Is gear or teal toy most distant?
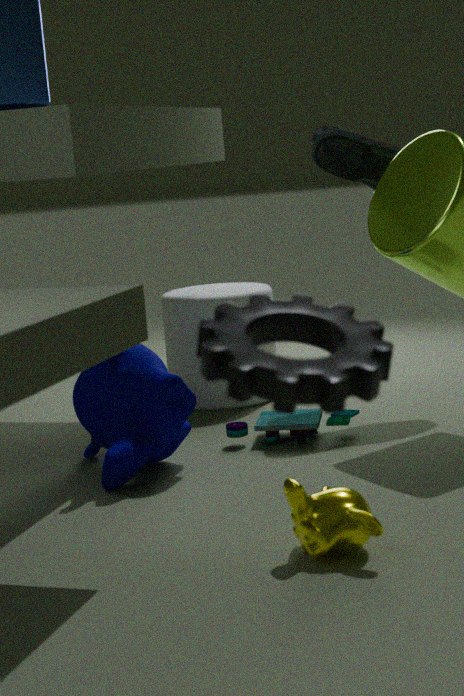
teal toy
